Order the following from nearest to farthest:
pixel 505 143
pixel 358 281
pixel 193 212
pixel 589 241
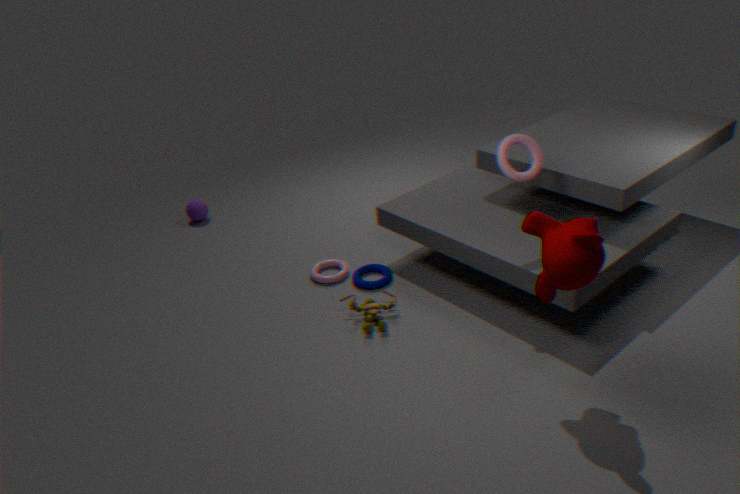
pixel 589 241 < pixel 505 143 < pixel 358 281 < pixel 193 212
